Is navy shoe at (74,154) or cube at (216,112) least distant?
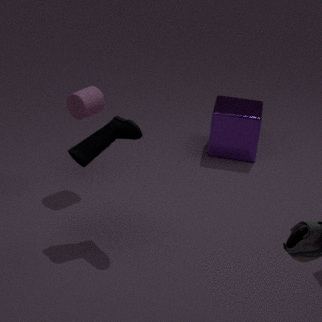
navy shoe at (74,154)
